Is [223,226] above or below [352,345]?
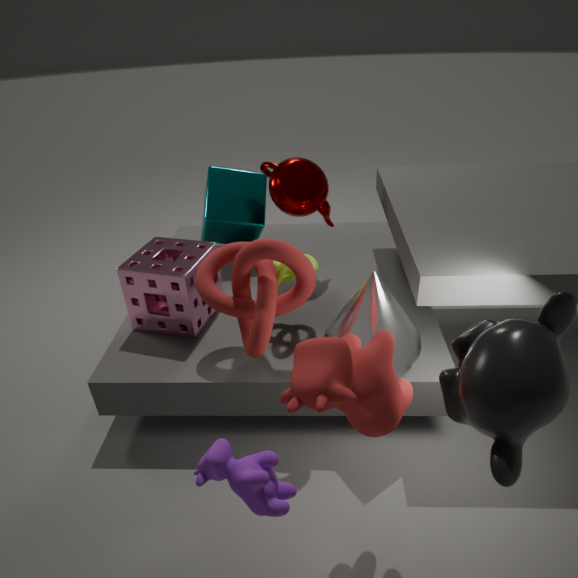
below
